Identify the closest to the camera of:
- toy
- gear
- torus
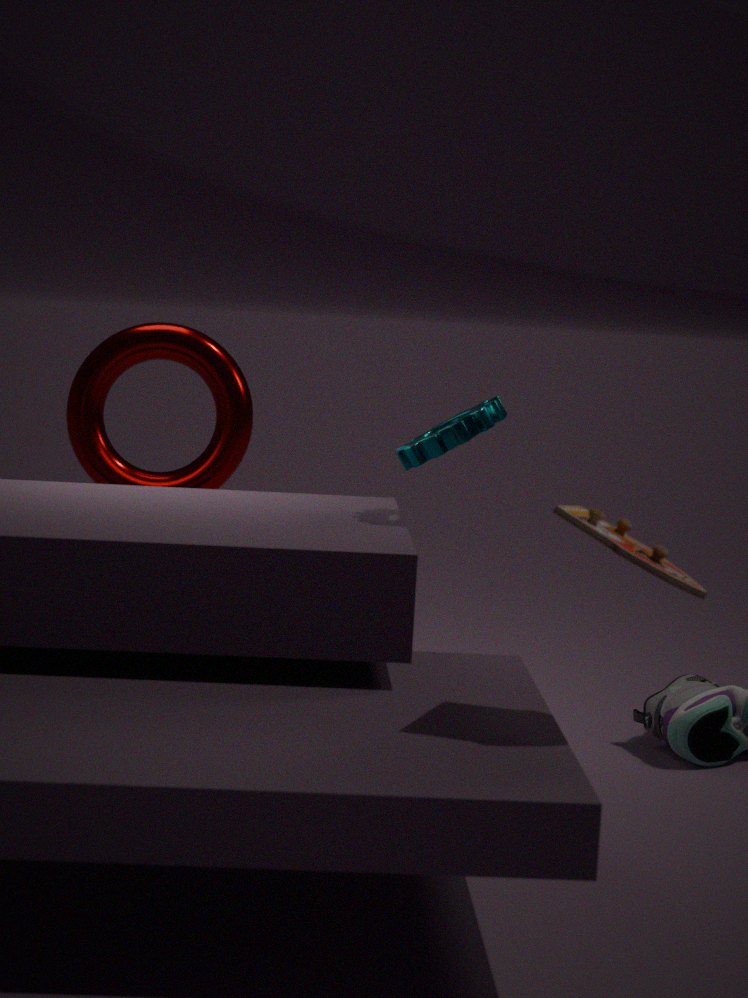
toy
